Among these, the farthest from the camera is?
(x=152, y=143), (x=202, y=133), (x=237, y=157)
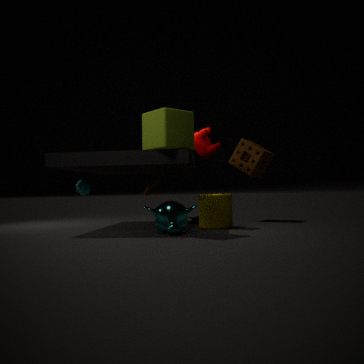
(x=237, y=157)
